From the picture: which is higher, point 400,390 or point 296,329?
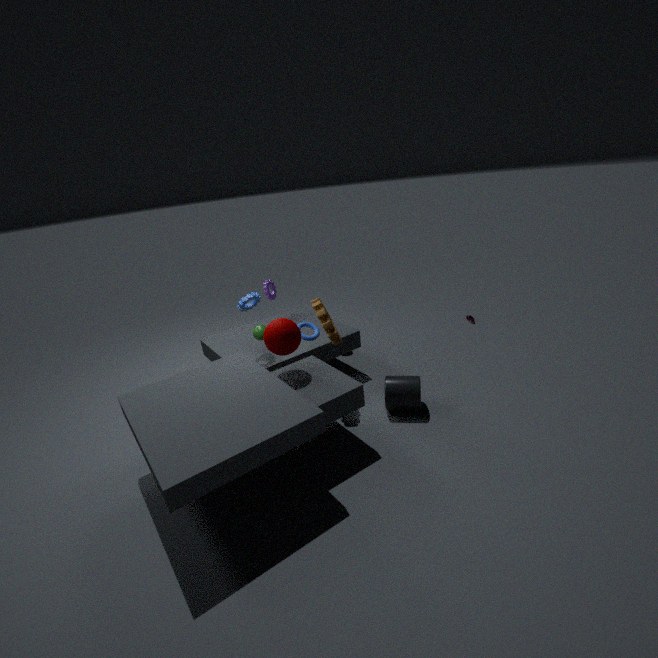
point 296,329
